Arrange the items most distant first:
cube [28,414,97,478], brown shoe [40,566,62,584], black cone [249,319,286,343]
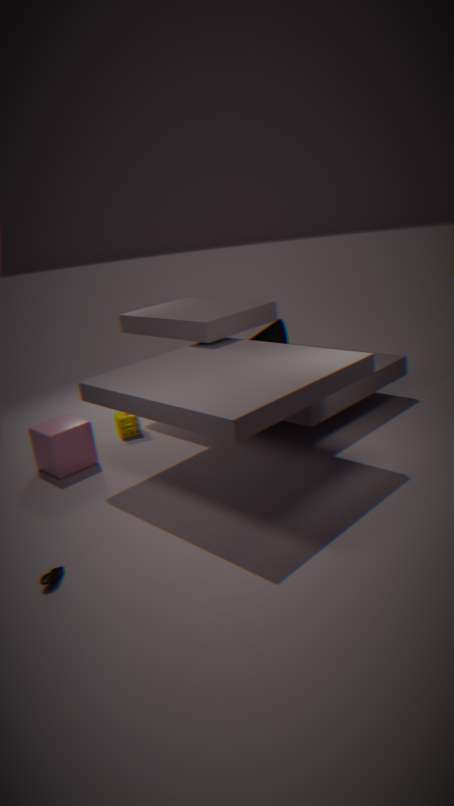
black cone [249,319,286,343] < cube [28,414,97,478] < brown shoe [40,566,62,584]
